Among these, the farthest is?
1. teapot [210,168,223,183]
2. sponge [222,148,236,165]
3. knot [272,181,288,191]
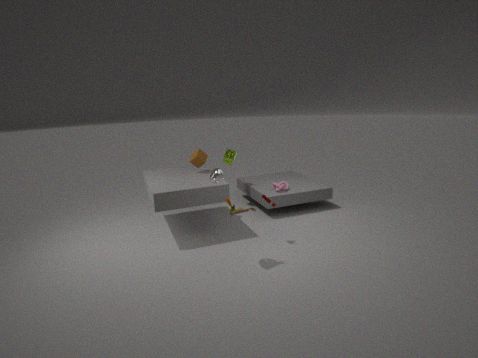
sponge [222,148,236,165]
